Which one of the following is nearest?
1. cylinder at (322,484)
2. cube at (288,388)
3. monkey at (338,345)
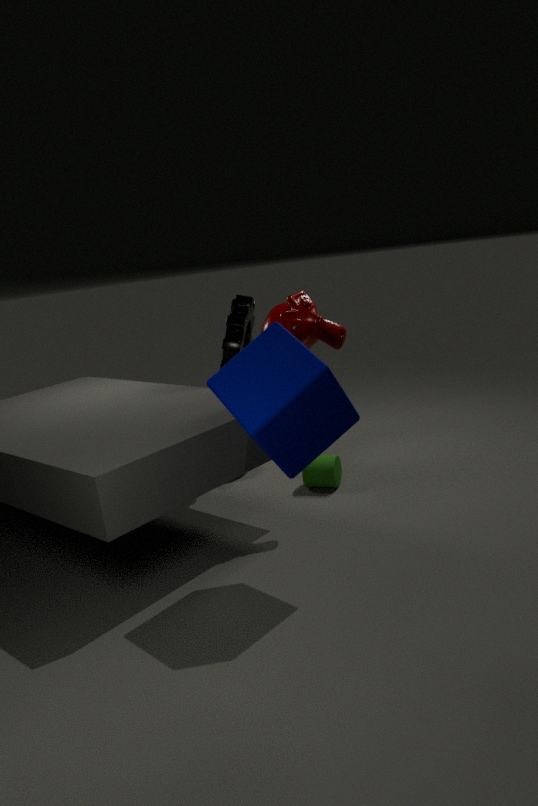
cube at (288,388)
